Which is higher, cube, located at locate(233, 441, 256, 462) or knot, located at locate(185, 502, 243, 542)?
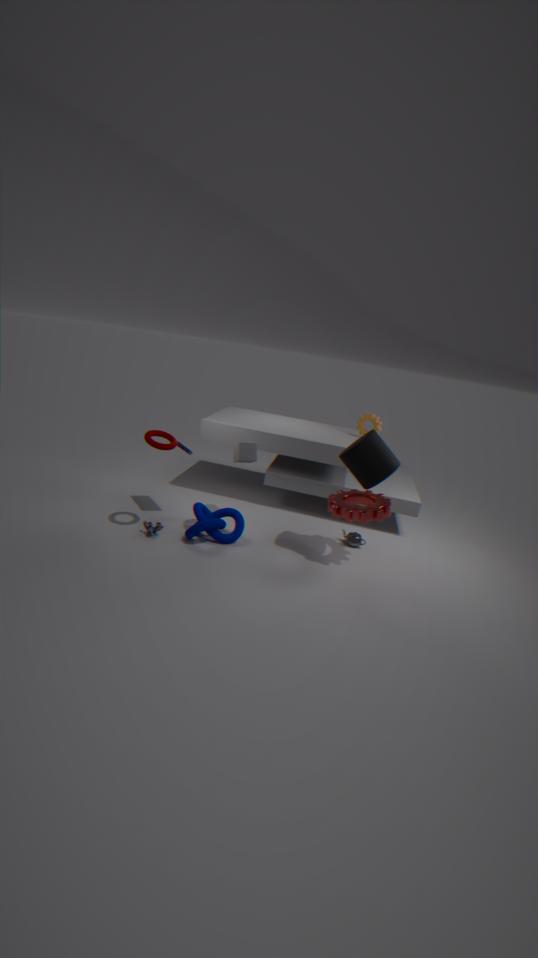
cube, located at locate(233, 441, 256, 462)
